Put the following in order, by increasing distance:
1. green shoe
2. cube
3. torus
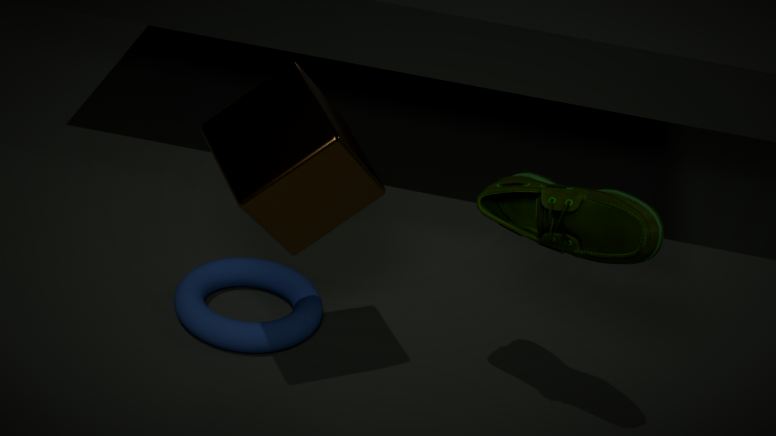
cube, green shoe, torus
